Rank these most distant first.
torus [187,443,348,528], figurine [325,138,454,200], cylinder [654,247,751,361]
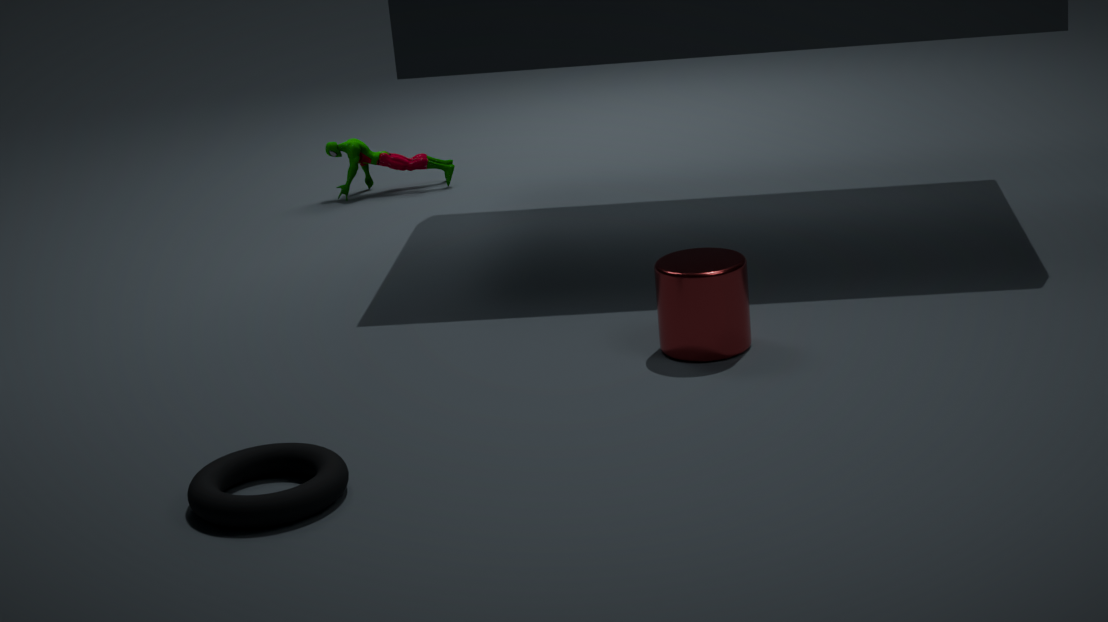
figurine [325,138,454,200] → cylinder [654,247,751,361] → torus [187,443,348,528]
